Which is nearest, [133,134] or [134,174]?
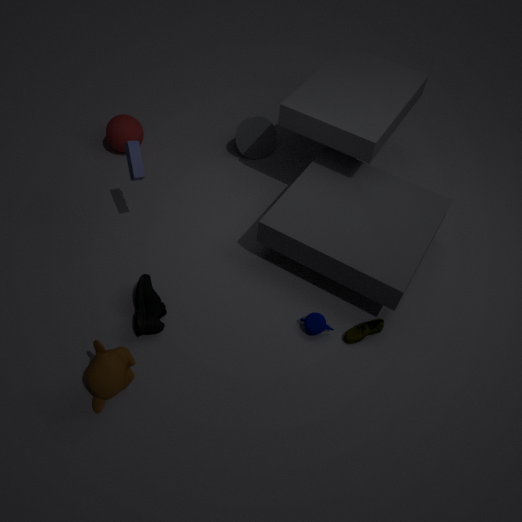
[134,174]
